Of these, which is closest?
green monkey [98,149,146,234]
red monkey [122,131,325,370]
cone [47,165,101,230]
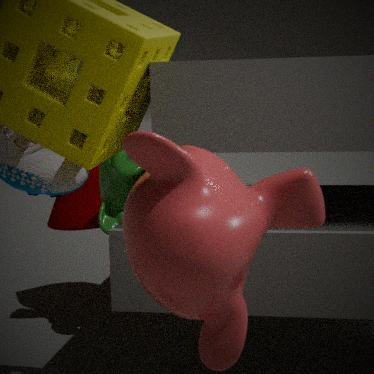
red monkey [122,131,325,370]
